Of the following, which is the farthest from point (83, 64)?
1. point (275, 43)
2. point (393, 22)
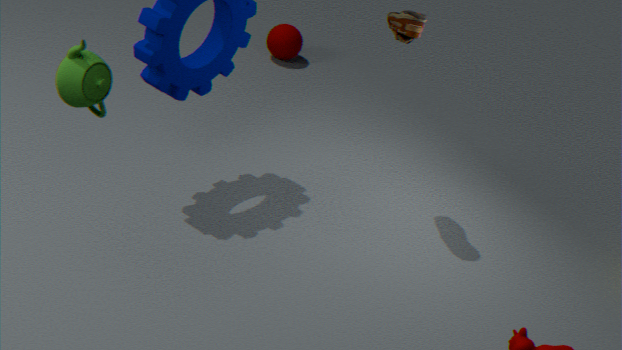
point (275, 43)
